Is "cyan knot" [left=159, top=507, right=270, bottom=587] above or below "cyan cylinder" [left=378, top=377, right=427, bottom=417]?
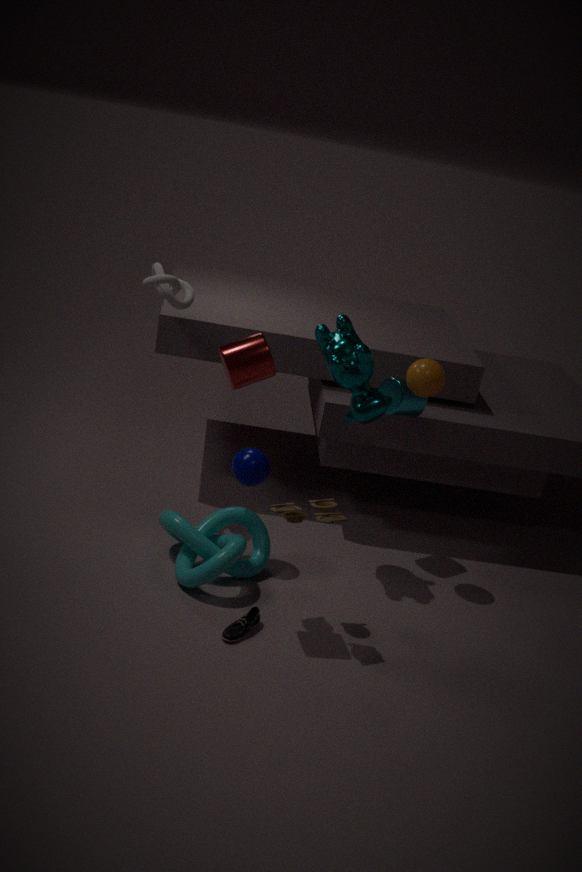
below
